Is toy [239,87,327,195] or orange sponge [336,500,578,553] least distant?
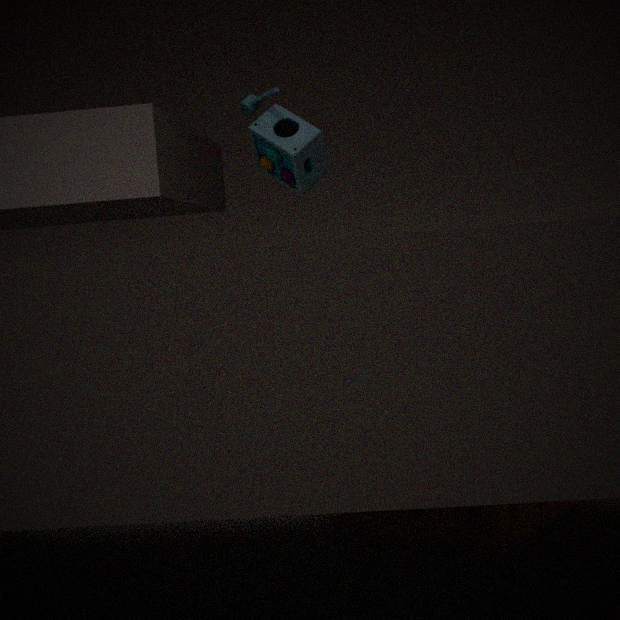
orange sponge [336,500,578,553]
